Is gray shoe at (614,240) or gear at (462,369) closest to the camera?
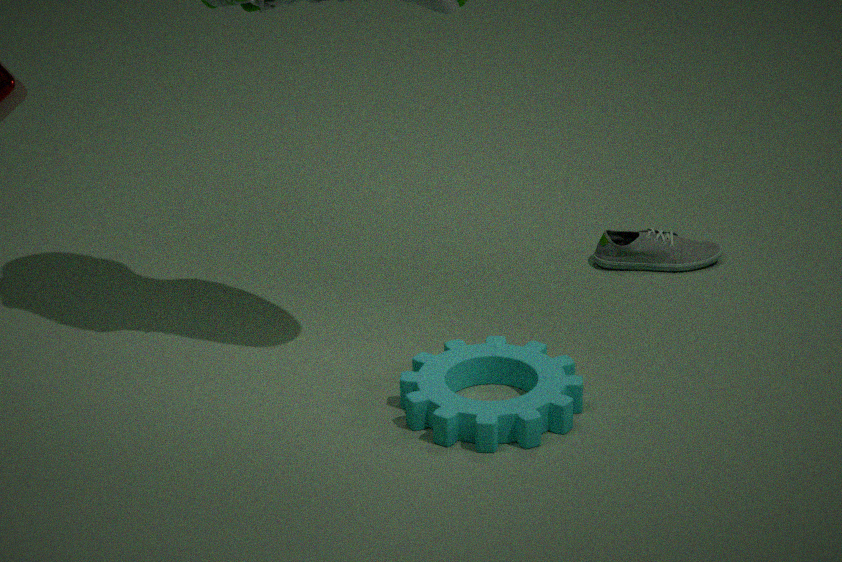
gear at (462,369)
